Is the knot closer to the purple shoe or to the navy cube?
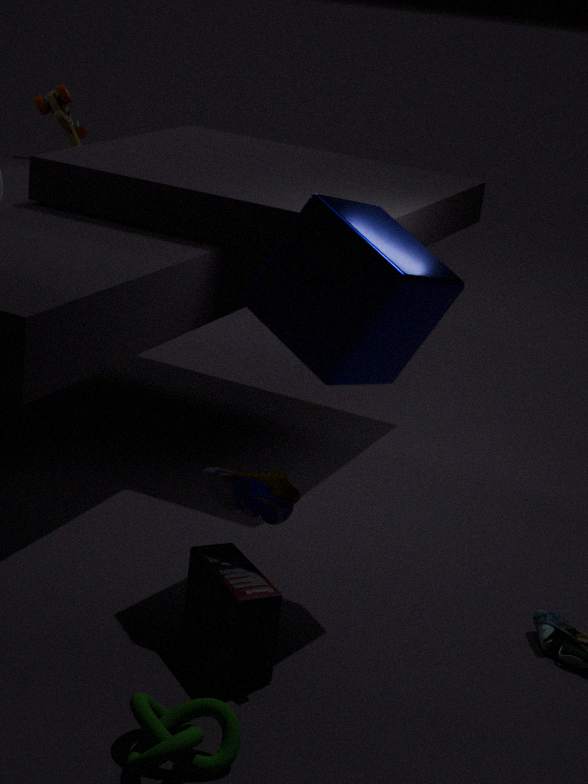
the purple shoe
